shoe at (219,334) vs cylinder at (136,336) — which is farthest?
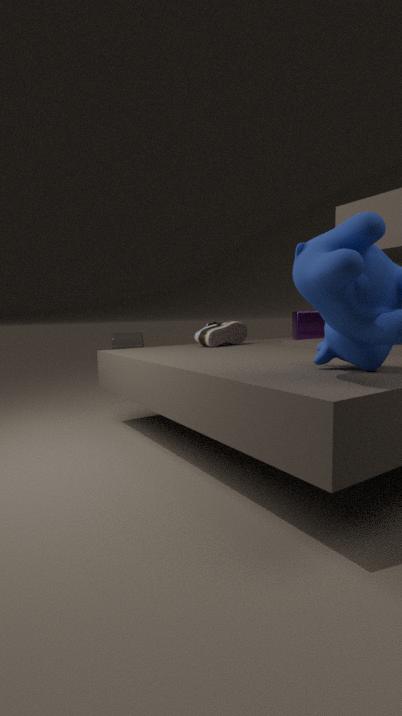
cylinder at (136,336)
